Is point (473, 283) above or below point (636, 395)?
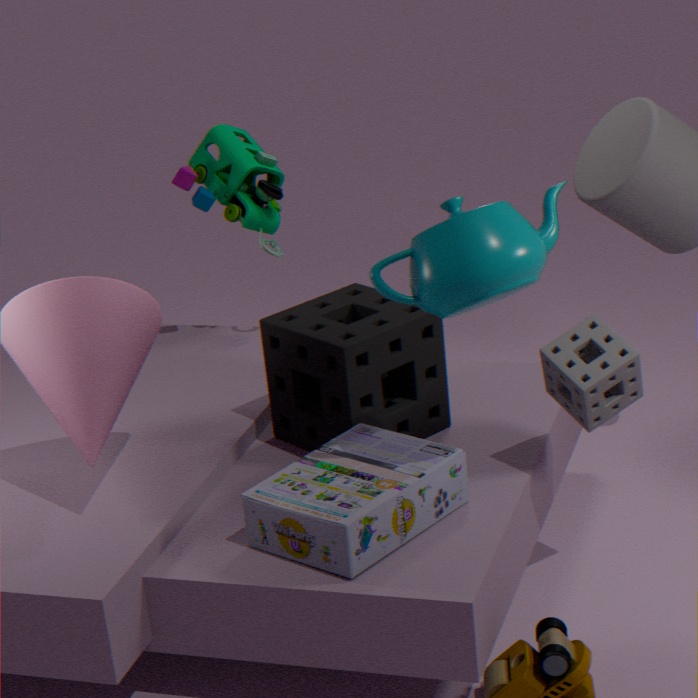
above
